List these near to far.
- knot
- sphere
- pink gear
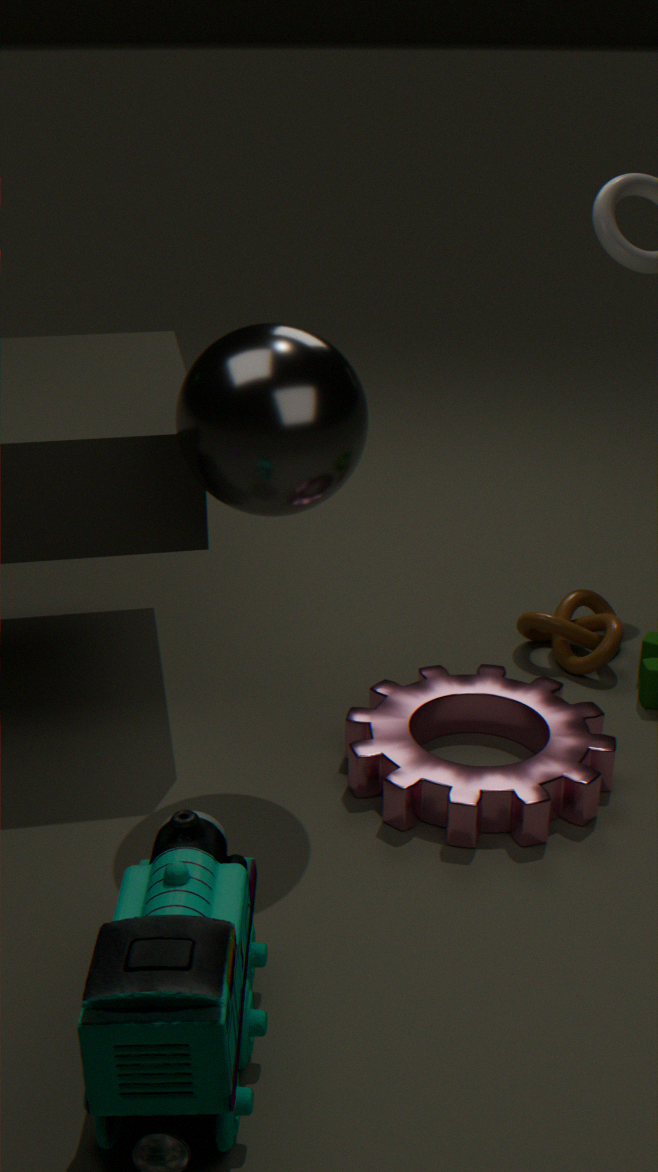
sphere < pink gear < knot
